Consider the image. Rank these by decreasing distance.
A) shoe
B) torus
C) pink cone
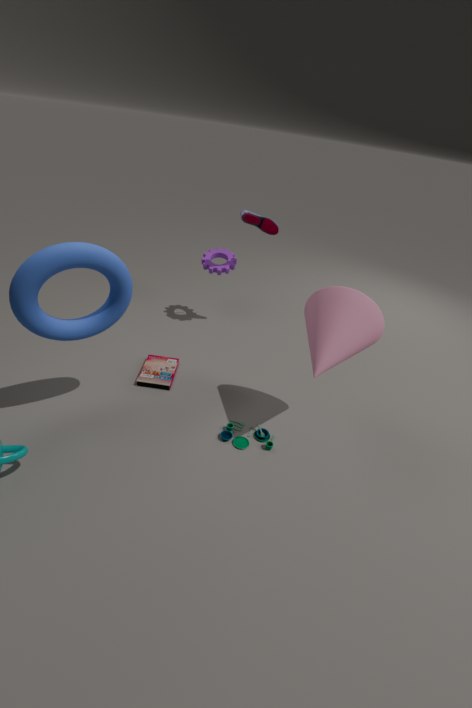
shoe, pink cone, torus
